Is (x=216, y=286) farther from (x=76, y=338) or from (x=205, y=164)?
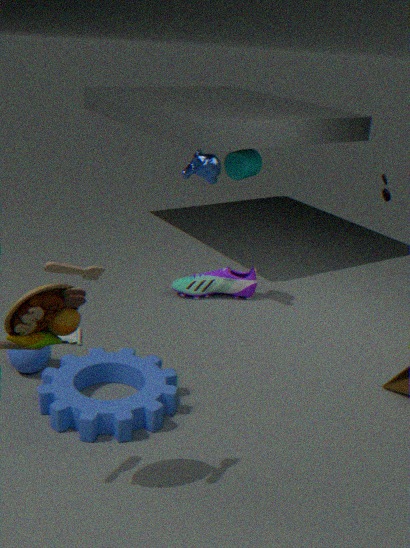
(x=76, y=338)
